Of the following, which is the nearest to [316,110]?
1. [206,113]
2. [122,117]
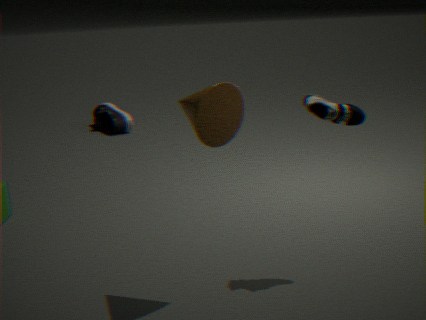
[206,113]
